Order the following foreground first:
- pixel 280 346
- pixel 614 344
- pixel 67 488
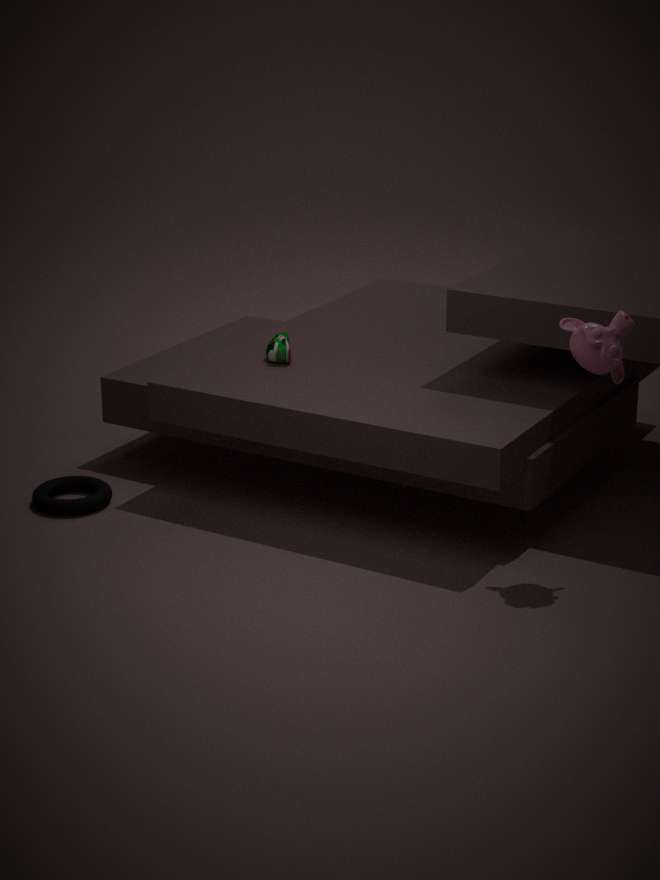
pixel 614 344
pixel 67 488
pixel 280 346
